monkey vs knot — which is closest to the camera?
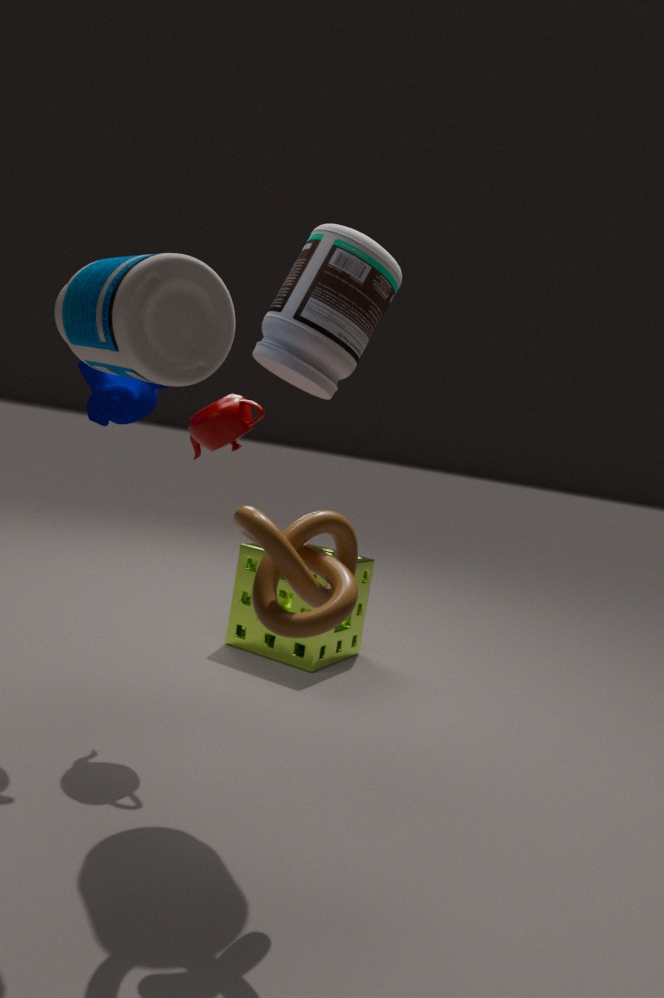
knot
